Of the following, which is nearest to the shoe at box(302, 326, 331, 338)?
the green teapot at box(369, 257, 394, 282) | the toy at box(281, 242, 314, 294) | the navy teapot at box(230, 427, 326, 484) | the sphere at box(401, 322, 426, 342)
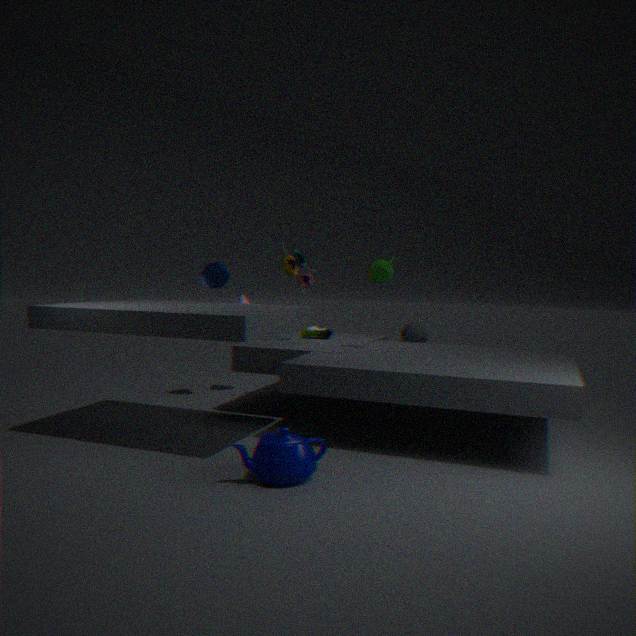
the toy at box(281, 242, 314, 294)
